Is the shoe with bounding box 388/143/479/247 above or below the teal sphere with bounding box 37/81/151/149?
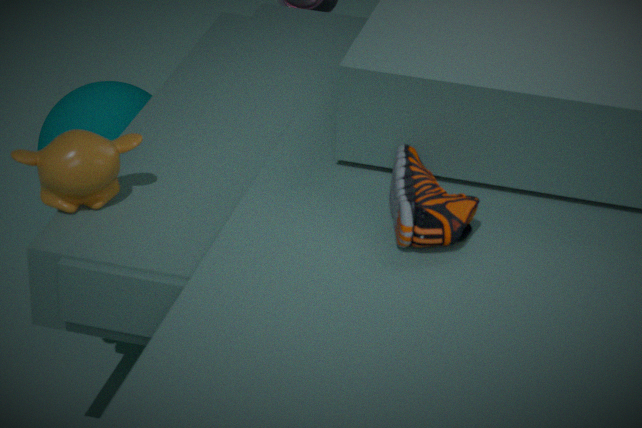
above
